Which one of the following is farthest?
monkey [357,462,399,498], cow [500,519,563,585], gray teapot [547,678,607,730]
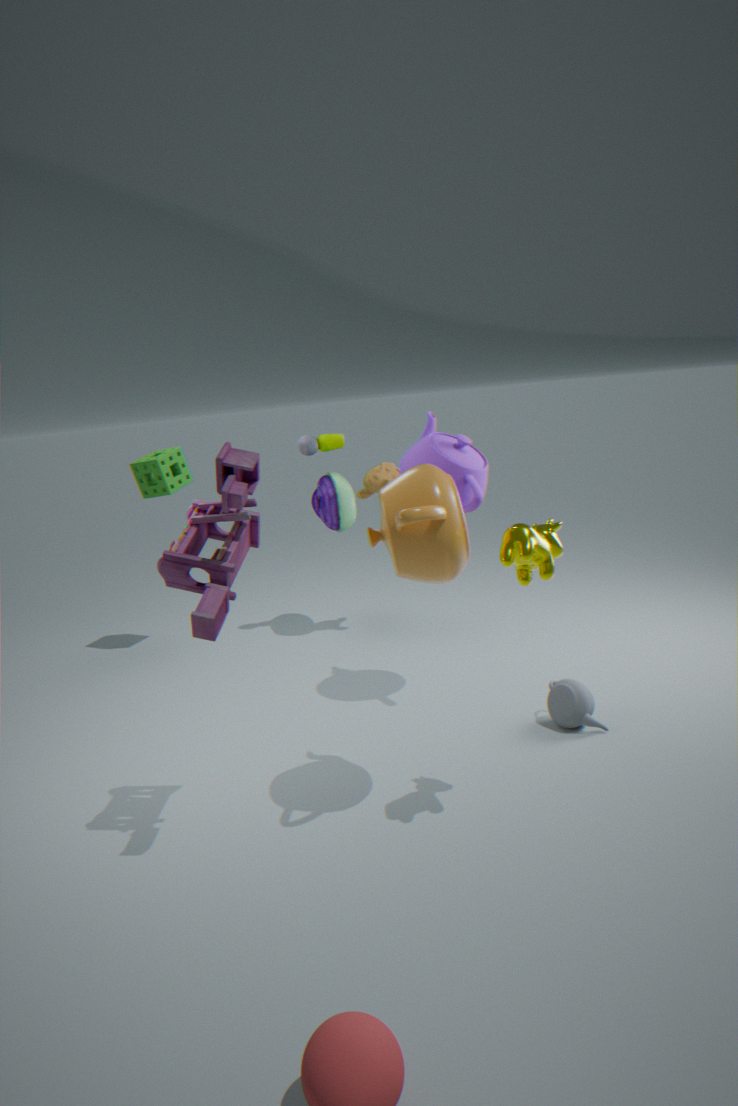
monkey [357,462,399,498]
